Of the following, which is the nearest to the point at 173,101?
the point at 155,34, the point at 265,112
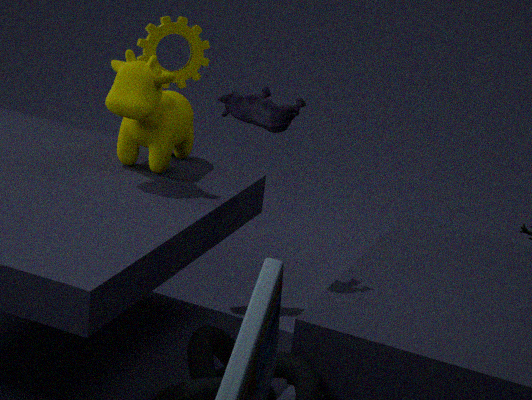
the point at 155,34
